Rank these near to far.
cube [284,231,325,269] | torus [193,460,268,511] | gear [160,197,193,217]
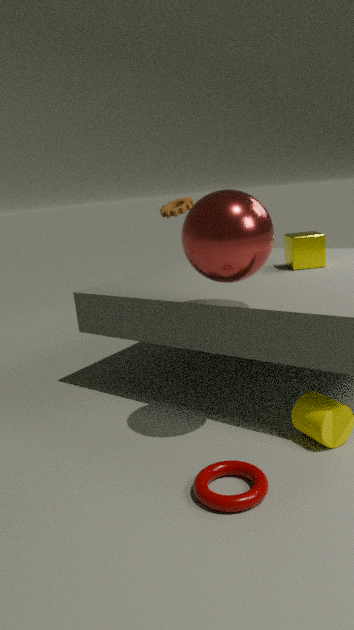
torus [193,460,268,511] → cube [284,231,325,269] → gear [160,197,193,217]
